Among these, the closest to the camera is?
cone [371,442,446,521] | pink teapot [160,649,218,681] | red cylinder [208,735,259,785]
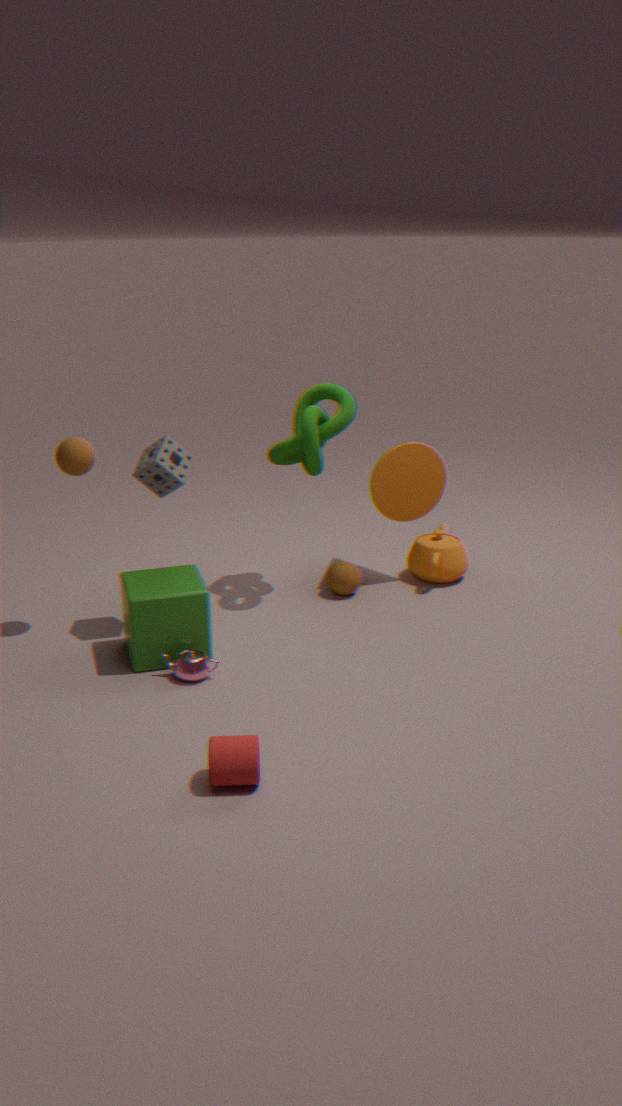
red cylinder [208,735,259,785]
